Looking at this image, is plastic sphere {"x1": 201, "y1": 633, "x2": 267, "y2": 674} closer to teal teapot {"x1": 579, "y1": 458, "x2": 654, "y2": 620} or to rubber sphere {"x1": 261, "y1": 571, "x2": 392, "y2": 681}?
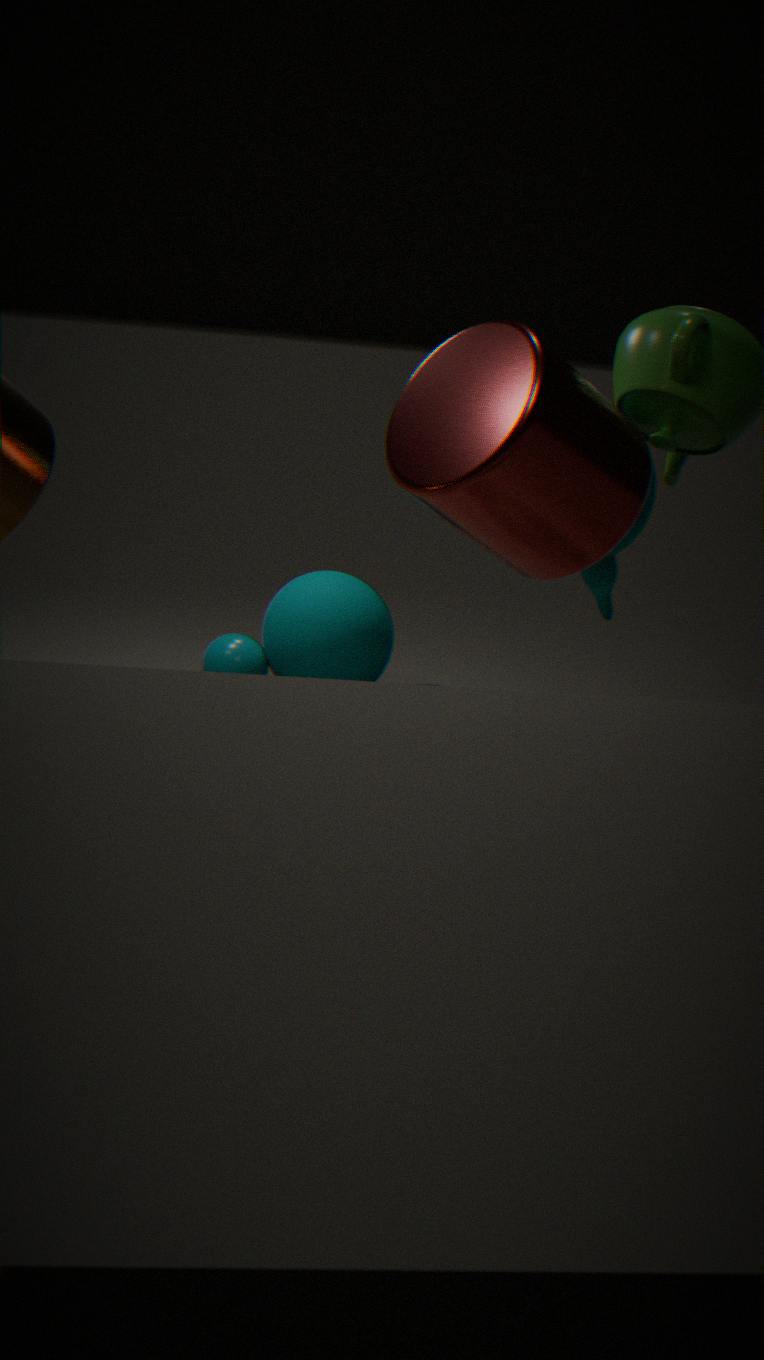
rubber sphere {"x1": 261, "y1": 571, "x2": 392, "y2": 681}
